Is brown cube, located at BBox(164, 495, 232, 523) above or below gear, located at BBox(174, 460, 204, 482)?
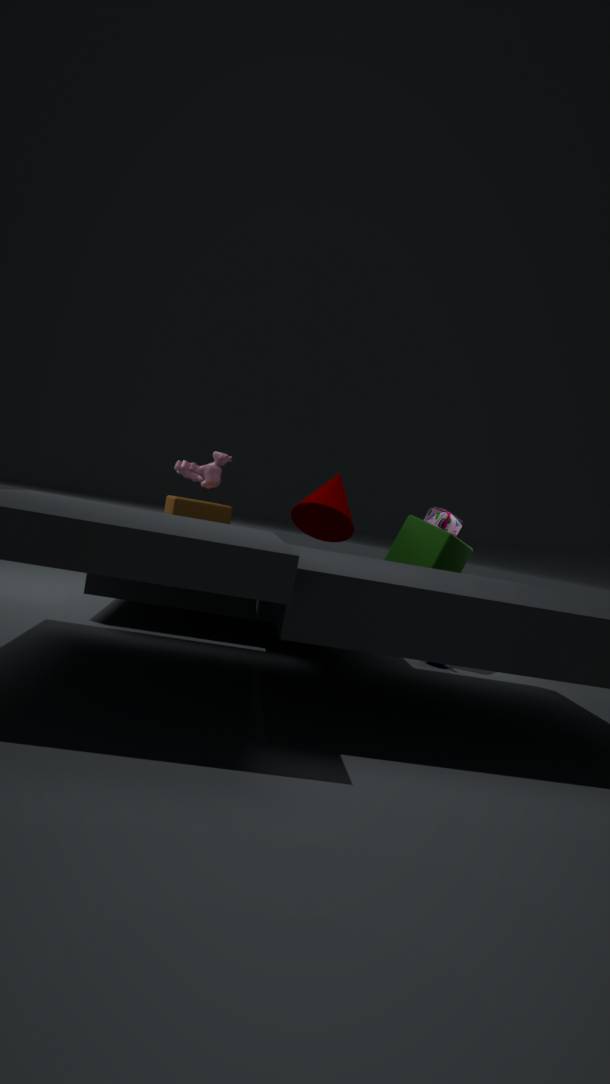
below
